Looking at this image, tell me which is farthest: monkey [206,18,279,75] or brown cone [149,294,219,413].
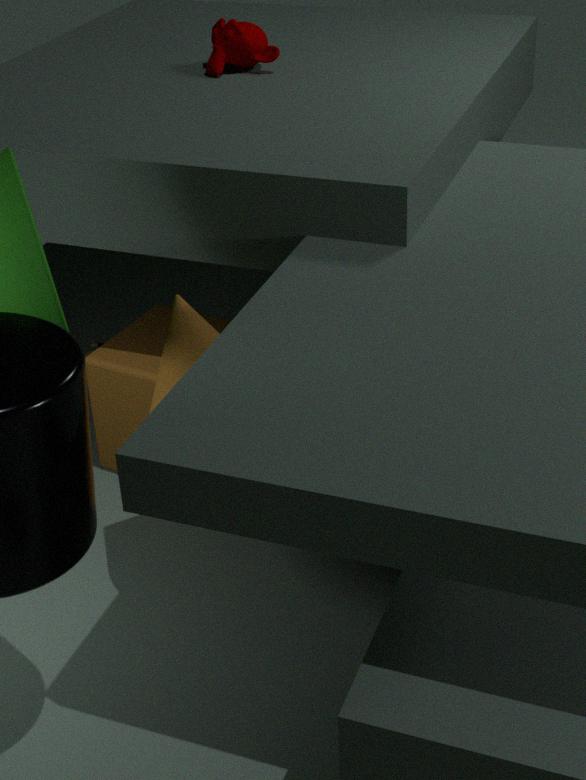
monkey [206,18,279,75]
